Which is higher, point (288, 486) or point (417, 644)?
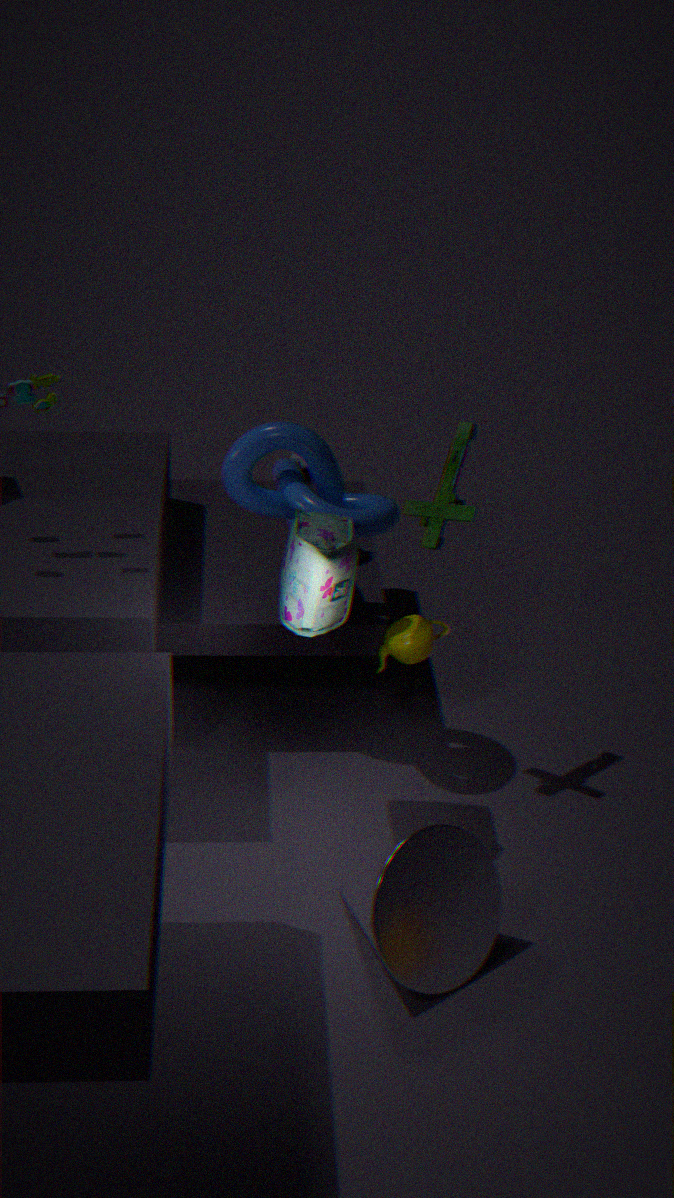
point (288, 486)
